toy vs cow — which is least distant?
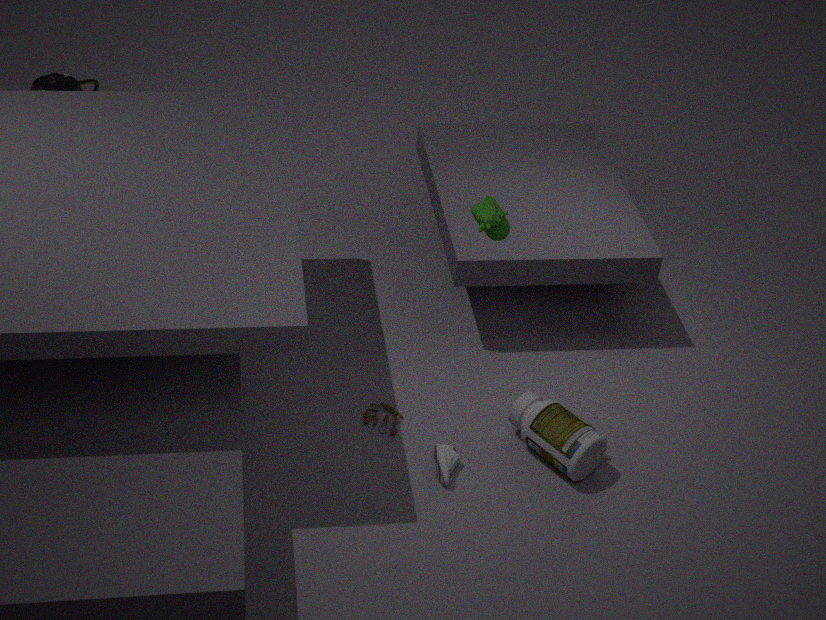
cow
